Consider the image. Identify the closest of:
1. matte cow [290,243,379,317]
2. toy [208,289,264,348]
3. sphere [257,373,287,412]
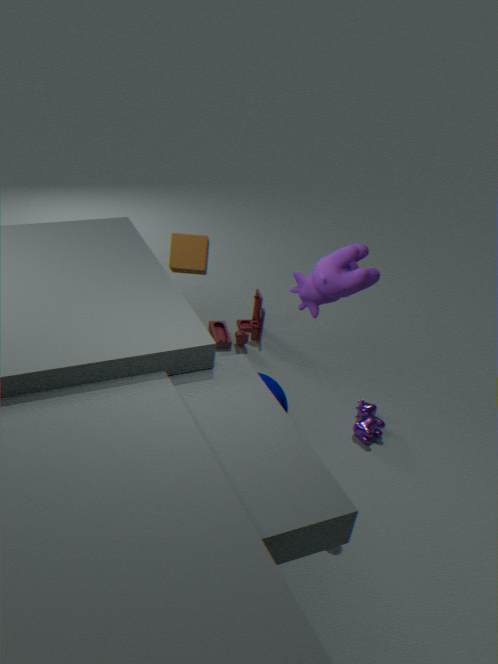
matte cow [290,243,379,317]
